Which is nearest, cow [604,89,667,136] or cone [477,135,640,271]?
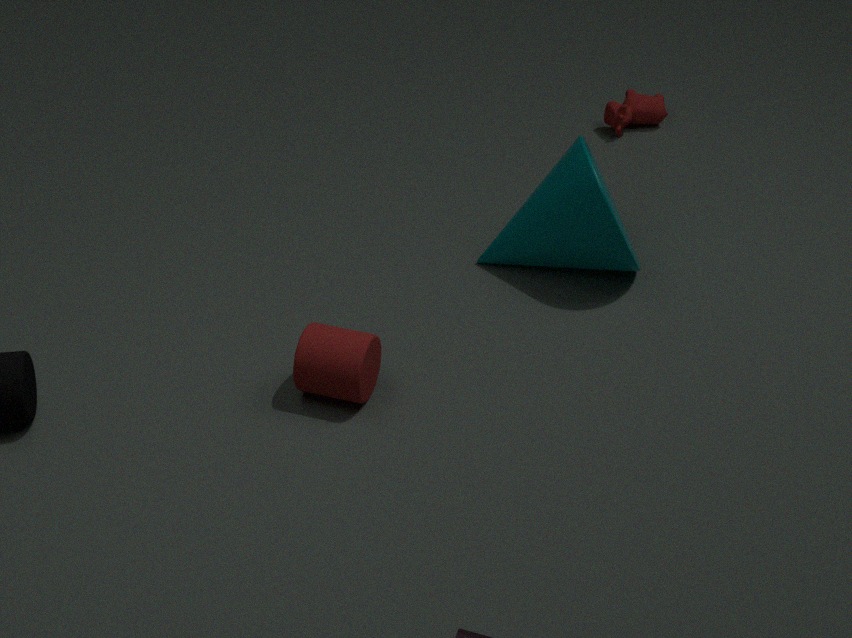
cone [477,135,640,271]
